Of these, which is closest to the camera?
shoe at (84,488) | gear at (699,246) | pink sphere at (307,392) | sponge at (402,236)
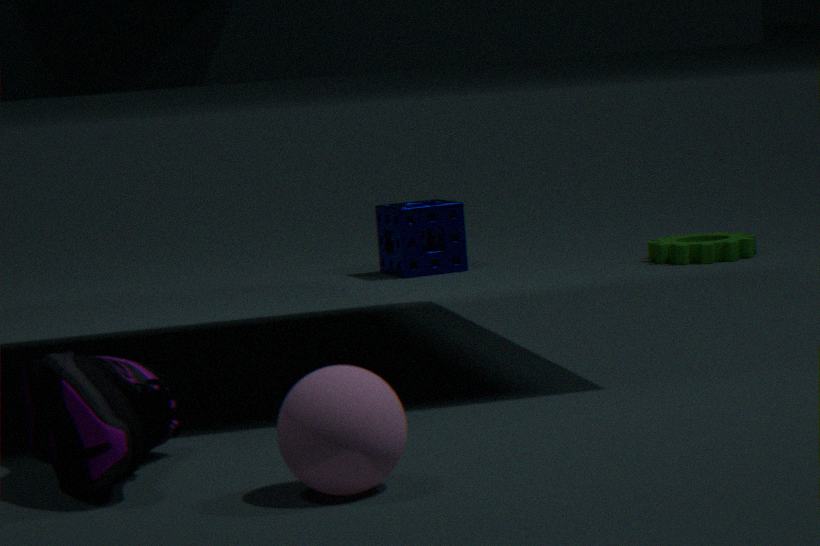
pink sphere at (307,392)
